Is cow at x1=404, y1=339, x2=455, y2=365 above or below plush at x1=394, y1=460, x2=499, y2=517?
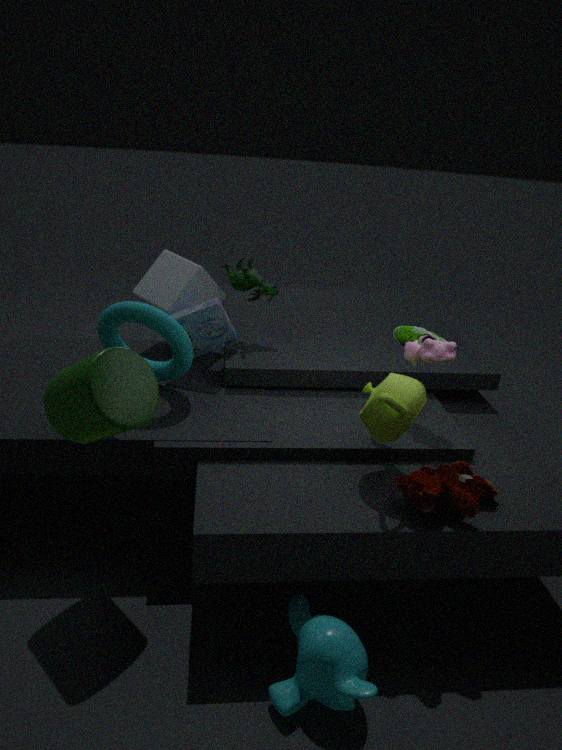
above
